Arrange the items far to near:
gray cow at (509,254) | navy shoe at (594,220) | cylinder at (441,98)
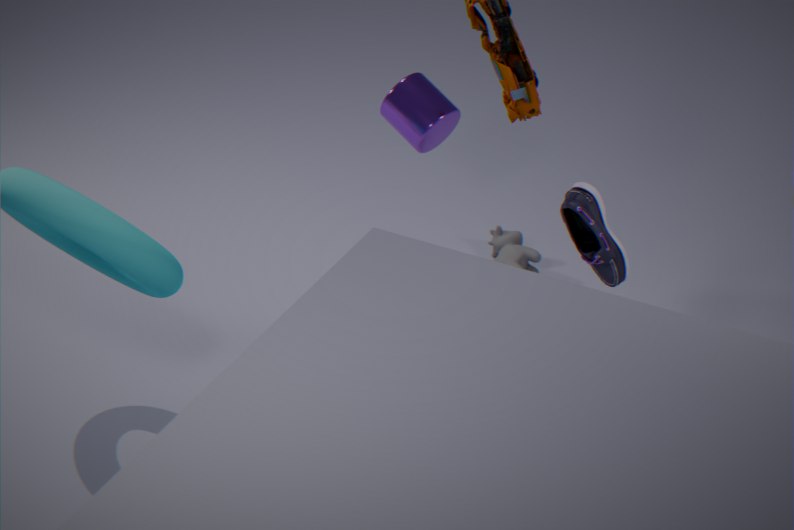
gray cow at (509,254), cylinder at (441,98), navy shoe at (594,220)
